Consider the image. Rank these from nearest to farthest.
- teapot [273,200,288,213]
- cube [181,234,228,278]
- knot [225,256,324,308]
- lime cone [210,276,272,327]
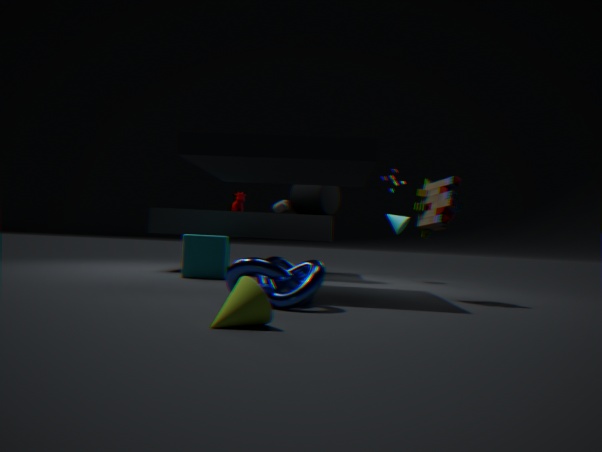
lime cone [210,276,272,327]
knot [225,256,324,308]
cube [181,234,228,278]
teapot [273,200,288,213]
